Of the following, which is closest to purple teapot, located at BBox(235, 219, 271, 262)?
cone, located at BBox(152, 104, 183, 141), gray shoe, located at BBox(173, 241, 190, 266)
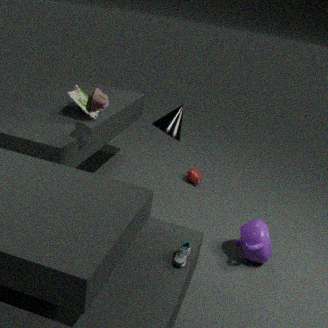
gray shoe, located at BBox(173, 241, 190, 266)
